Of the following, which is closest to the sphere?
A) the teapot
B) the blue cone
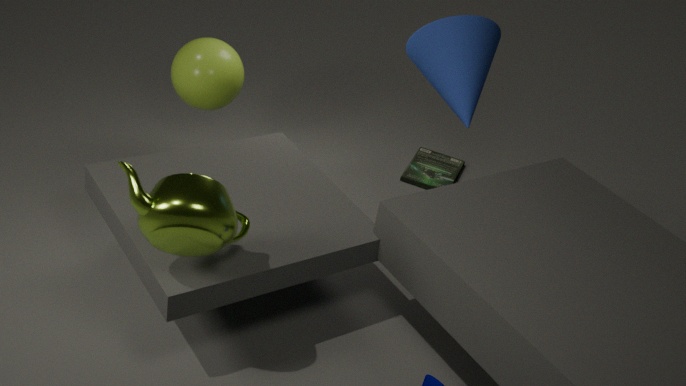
the blue cone
